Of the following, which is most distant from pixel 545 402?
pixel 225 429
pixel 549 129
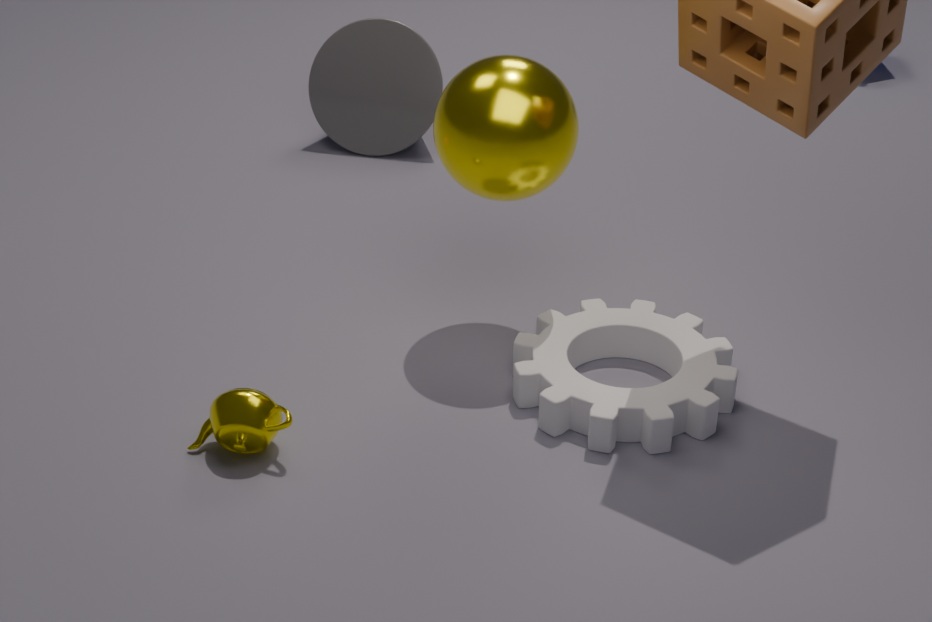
pixel 225 429
